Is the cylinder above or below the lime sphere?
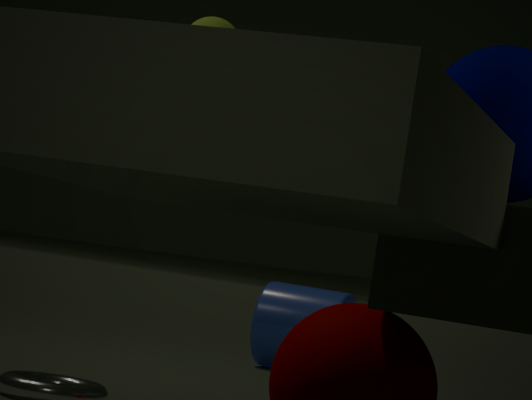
below
